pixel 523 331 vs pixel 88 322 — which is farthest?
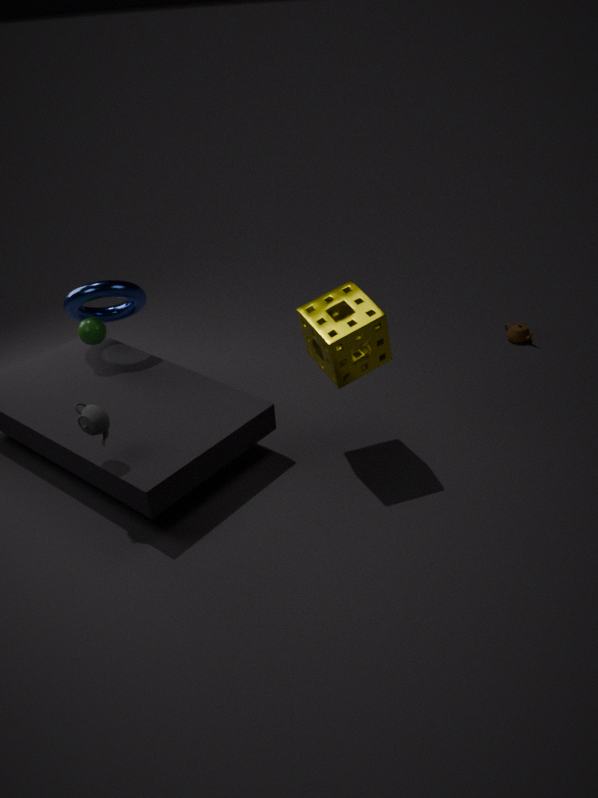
pixel 523 331
